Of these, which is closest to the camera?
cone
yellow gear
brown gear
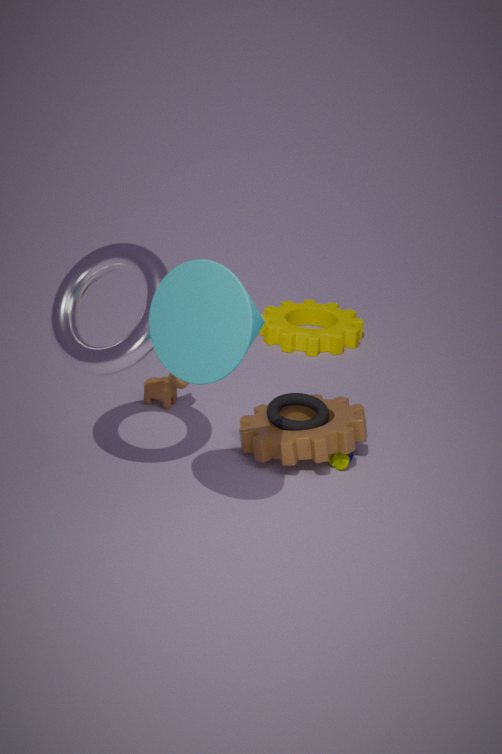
cone
